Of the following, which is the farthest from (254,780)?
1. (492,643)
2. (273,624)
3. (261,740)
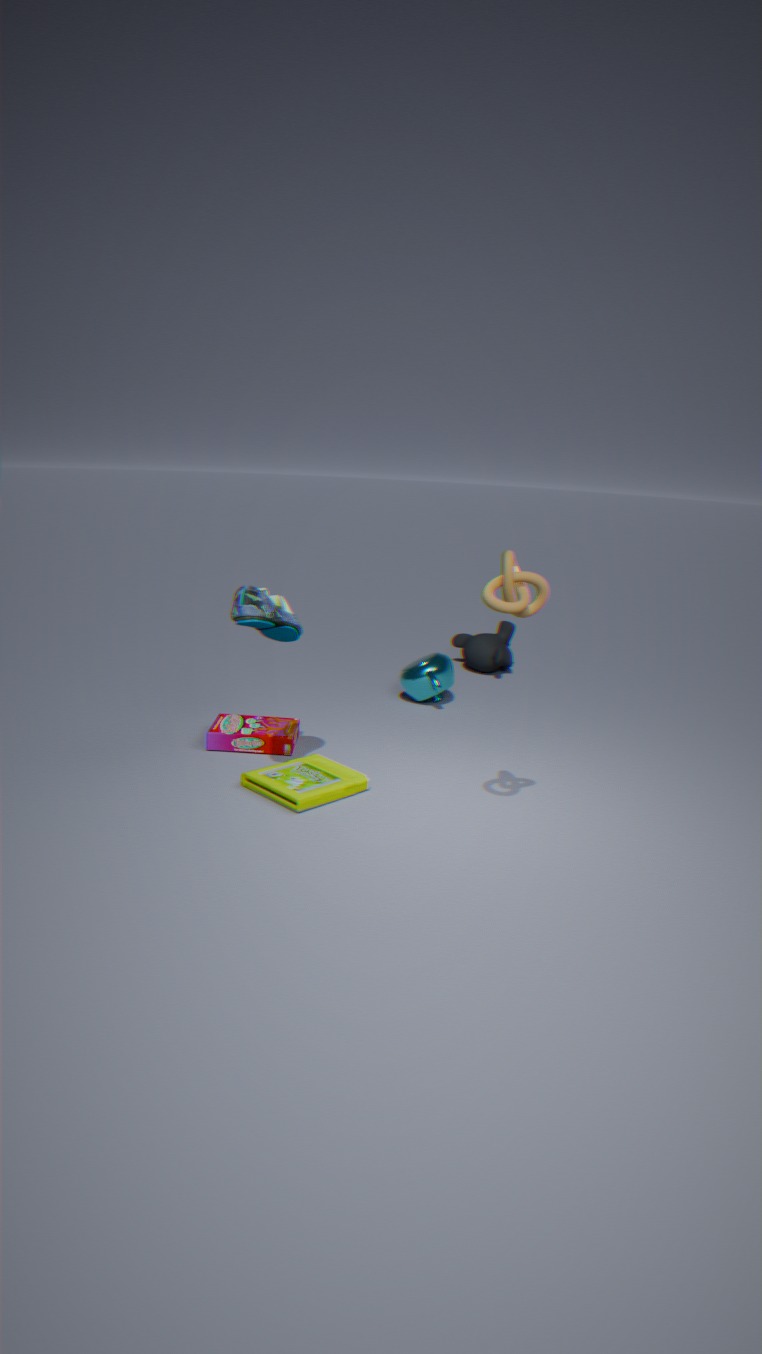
(492,643)
